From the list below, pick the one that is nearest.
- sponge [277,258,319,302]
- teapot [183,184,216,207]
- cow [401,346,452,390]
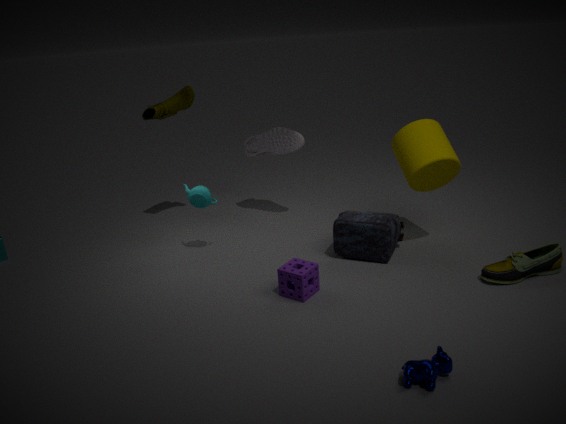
cow [401,346,452,390]
